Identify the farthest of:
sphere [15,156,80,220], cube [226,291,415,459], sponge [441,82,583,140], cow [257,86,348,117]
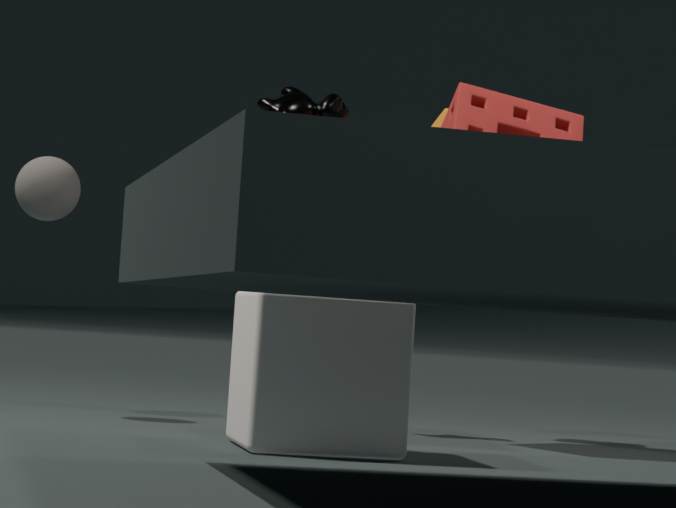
cow [257,86,348,117]
